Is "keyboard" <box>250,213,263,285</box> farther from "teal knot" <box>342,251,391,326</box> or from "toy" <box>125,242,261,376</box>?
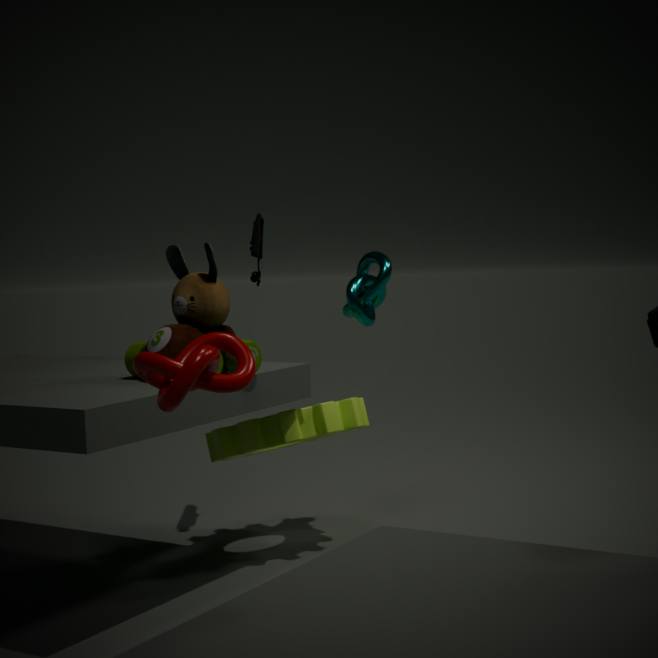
"toy" <box>125,242,261,376</box>
